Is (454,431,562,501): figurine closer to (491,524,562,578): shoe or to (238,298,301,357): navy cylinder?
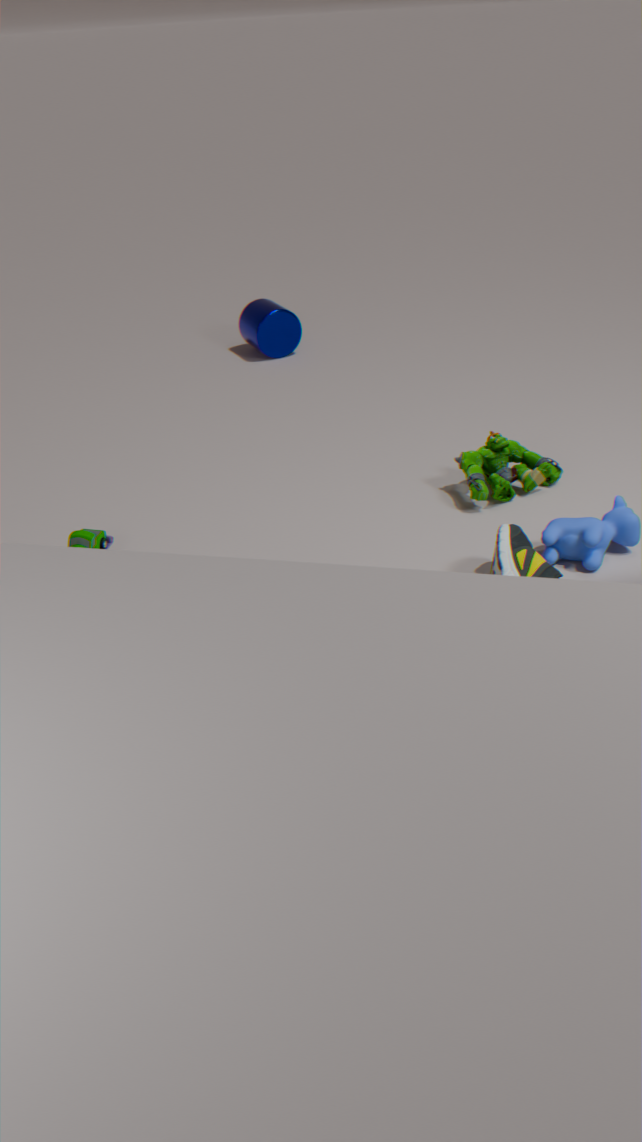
(491,524,562,578): shoe
